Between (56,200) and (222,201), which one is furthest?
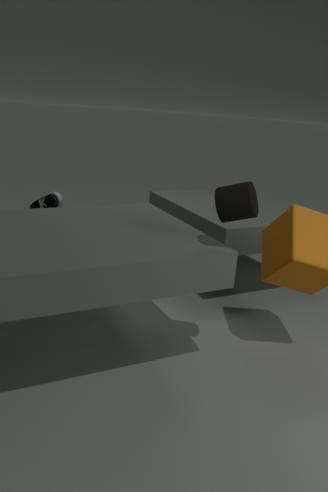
(56,200)
